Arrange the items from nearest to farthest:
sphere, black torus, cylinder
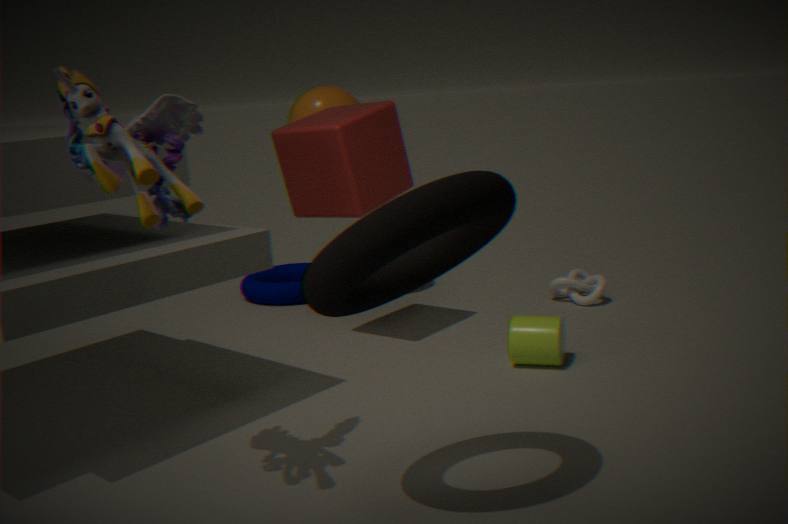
1. black torus
2. cylinder
3. sphere
